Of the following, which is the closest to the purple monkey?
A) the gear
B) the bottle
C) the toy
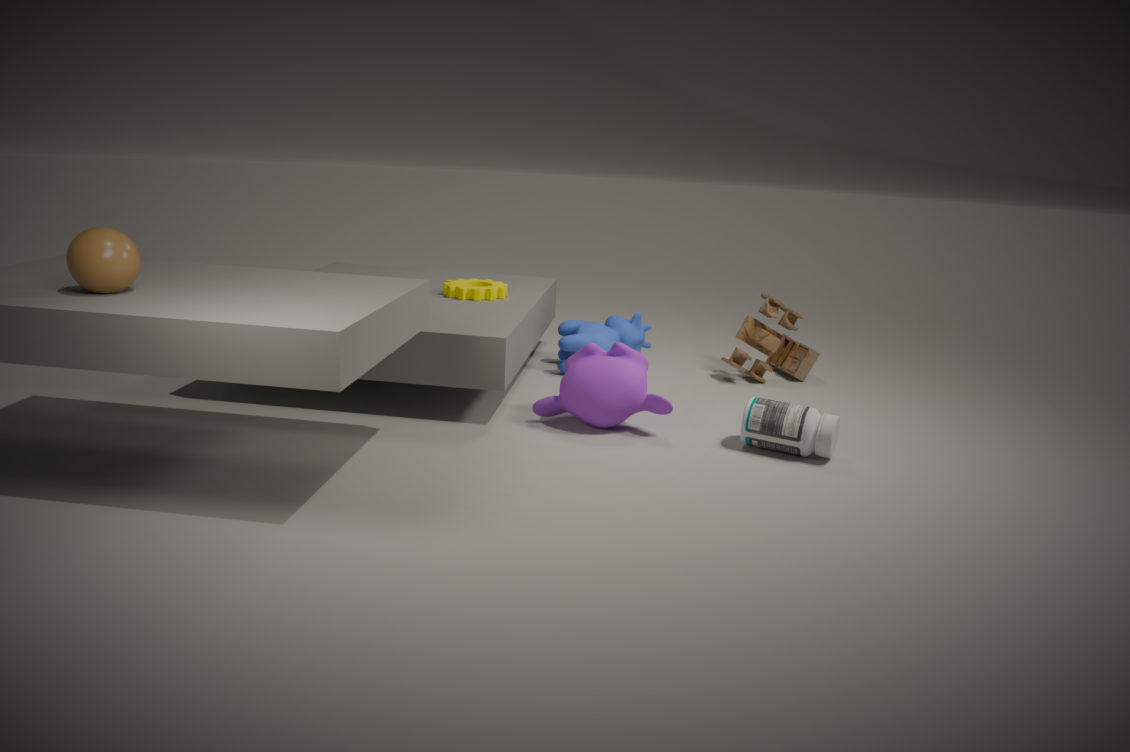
the bottle
